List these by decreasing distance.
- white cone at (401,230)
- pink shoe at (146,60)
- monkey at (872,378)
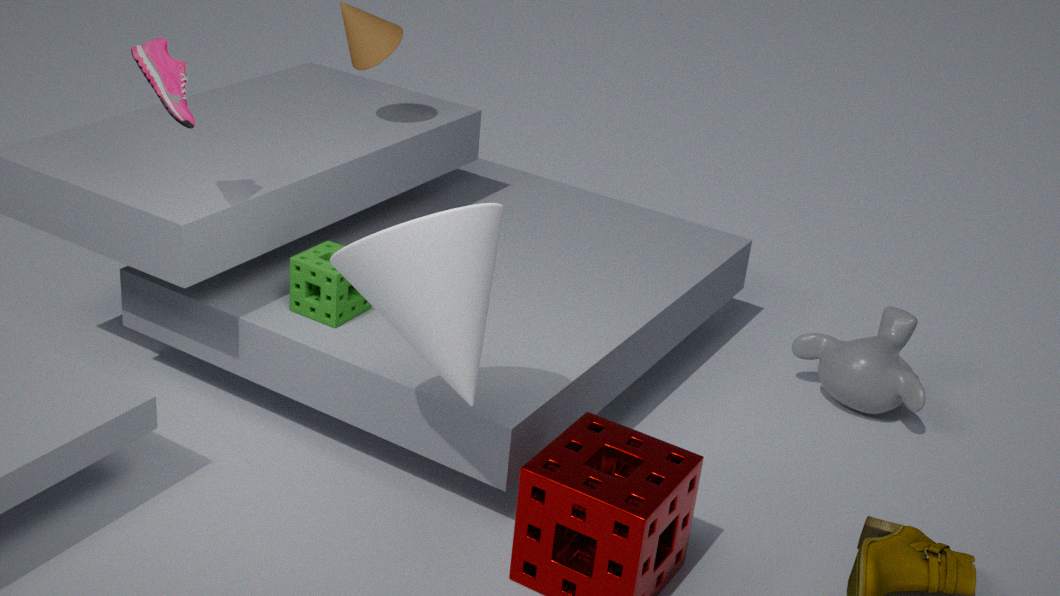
monkey at (872,378)
pink shoe at (146,60)
white cone at (401,230)
